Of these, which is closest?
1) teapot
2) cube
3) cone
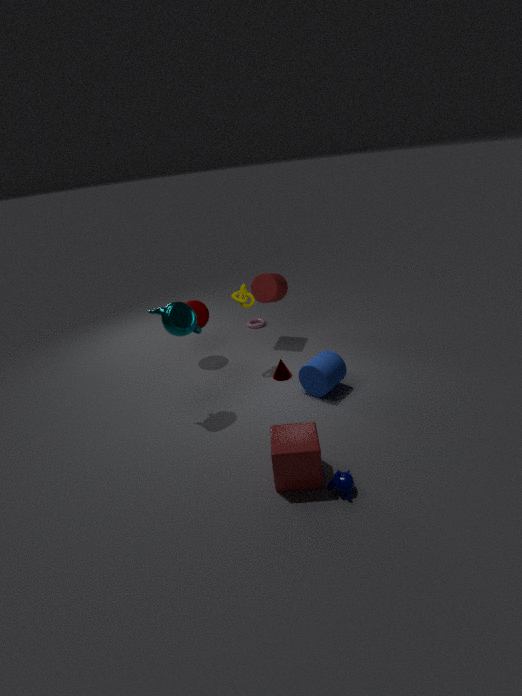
2. cube
